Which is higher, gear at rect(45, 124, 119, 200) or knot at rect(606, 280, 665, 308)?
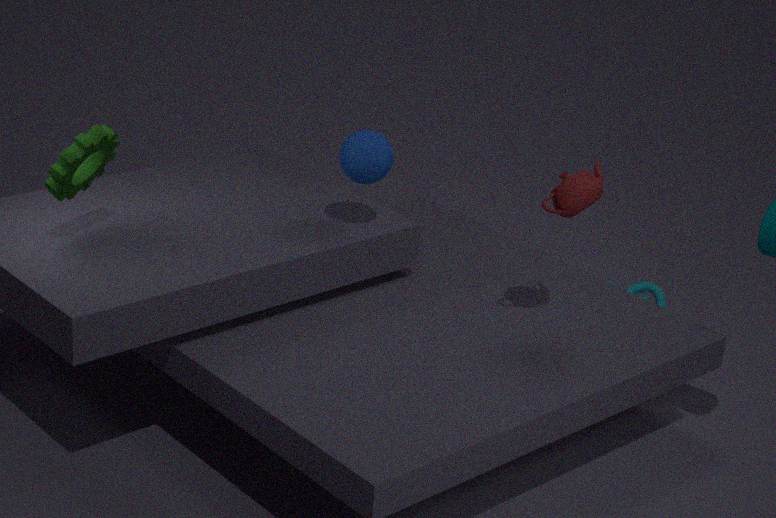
gear at rect(45, 124, 119, 200)
